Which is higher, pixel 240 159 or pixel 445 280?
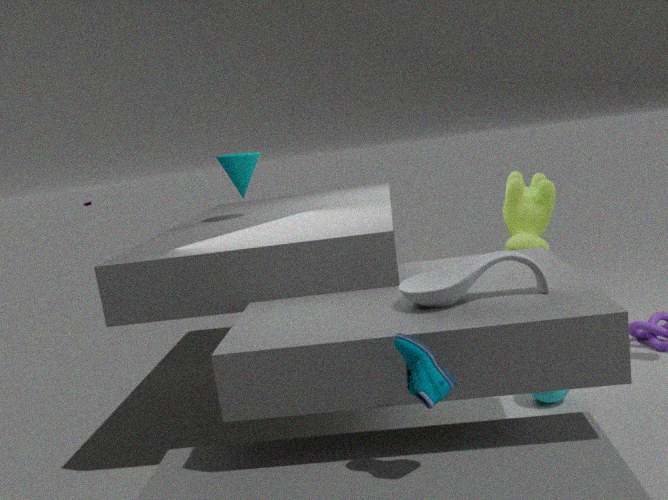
pixel 240 159
